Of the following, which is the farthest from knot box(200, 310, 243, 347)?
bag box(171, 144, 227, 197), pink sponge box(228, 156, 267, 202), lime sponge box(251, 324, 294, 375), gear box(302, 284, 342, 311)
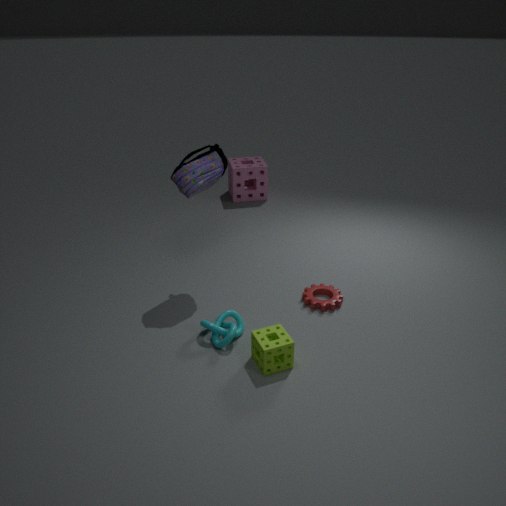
pink sponge box(228, 156, 267, 202)
